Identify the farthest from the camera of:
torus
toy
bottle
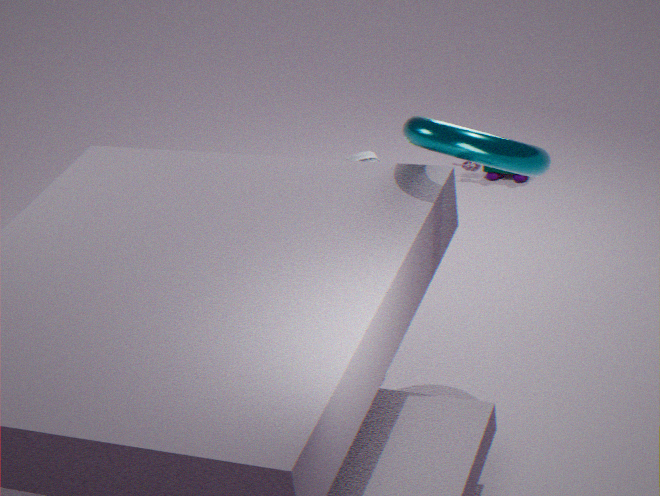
toy
